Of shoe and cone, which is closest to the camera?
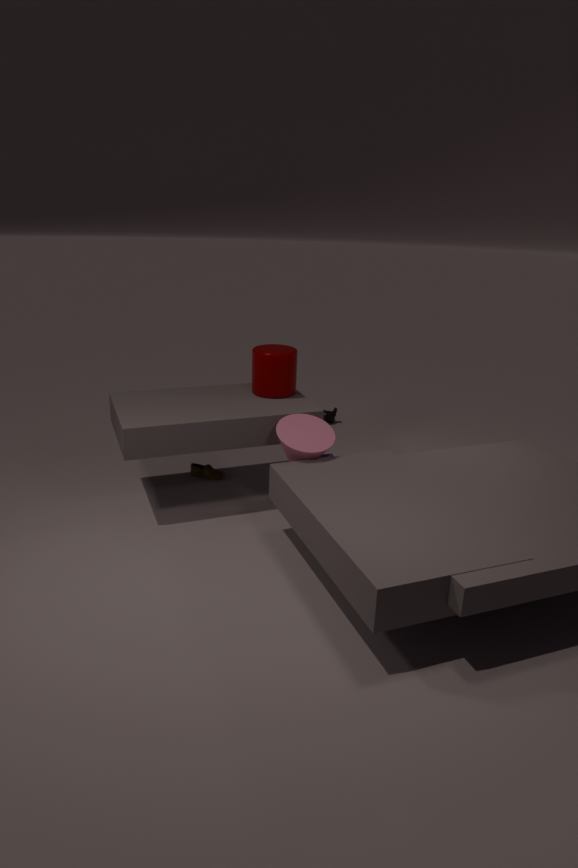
cone
